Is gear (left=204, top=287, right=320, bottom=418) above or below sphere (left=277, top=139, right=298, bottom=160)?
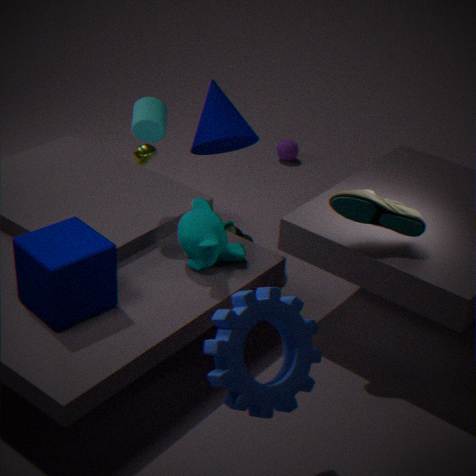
above
